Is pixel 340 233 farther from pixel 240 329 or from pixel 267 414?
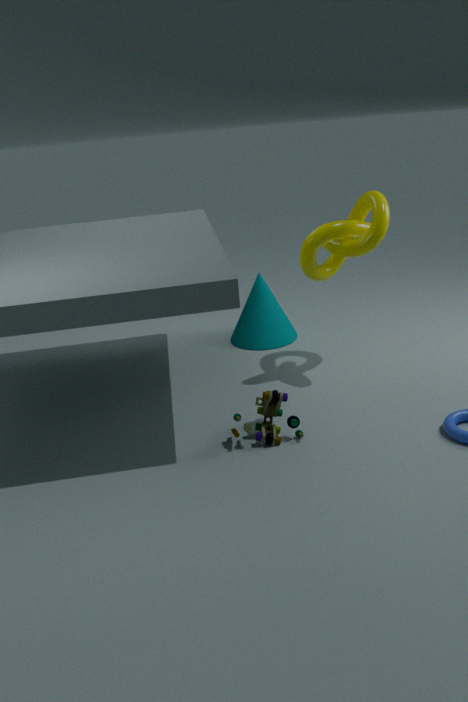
pixel 267 414
